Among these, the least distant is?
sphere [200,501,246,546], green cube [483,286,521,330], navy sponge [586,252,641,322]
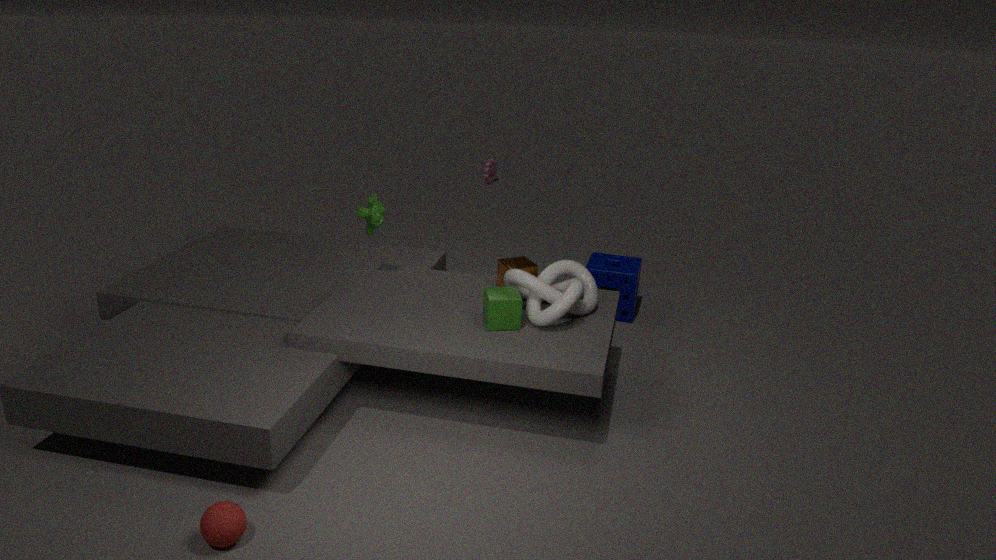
sphere [200,501,246,546]
